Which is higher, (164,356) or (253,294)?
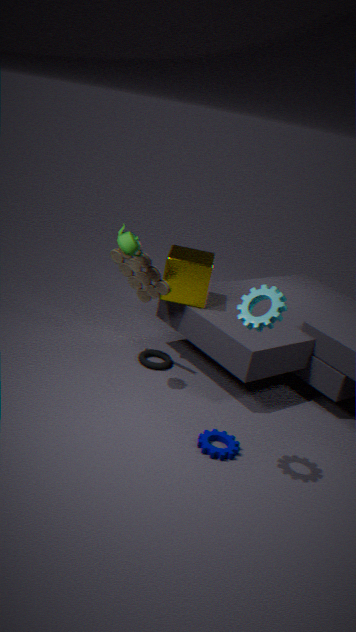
(253,294)
